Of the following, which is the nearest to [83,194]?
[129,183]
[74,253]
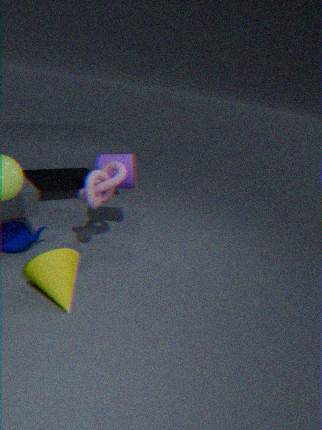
[129,183]
